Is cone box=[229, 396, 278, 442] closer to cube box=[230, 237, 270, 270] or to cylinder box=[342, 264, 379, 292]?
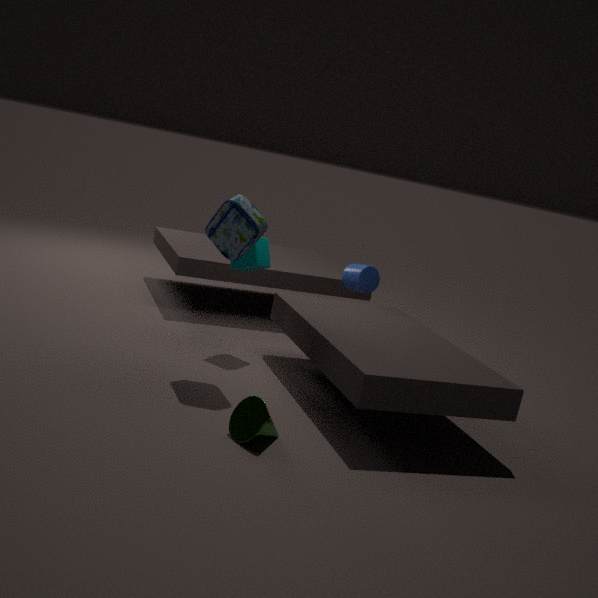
cube box=[230, 237, 270, 270]
